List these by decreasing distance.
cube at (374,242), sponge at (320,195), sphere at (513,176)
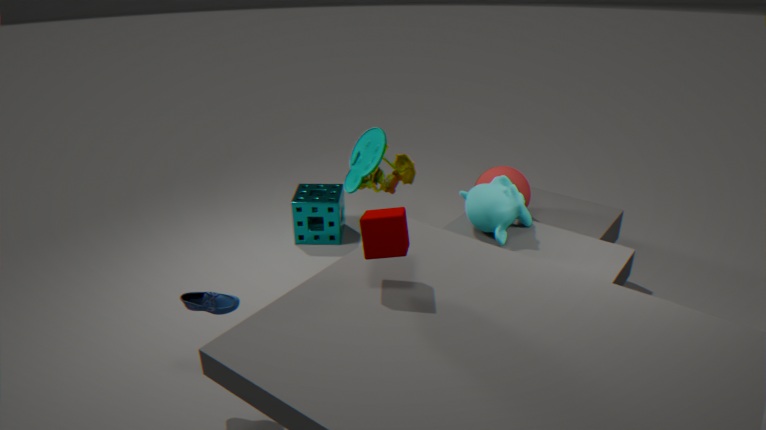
sponge at (320,195) → sphere at (513,176) → cube at (374,242)
